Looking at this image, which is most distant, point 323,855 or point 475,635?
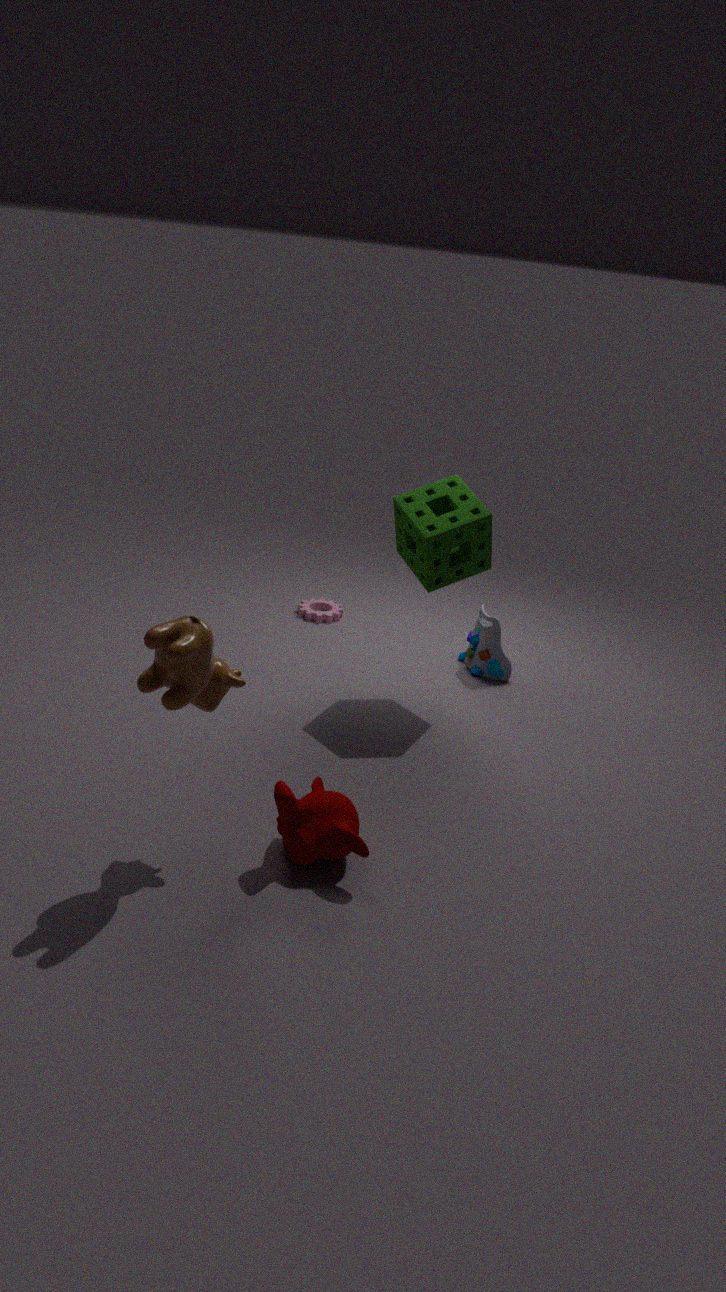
point 475,635
